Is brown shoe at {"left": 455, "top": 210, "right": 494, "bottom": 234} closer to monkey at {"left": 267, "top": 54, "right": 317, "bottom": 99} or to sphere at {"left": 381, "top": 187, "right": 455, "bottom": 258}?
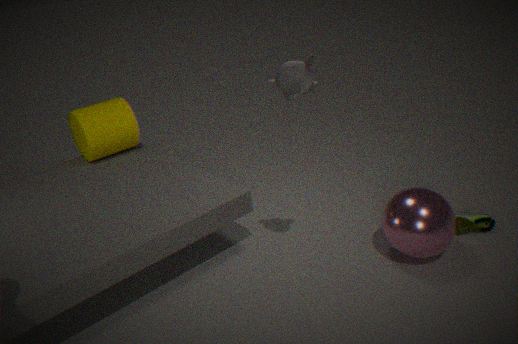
sphere at {"left": 381, "top": 187, "right": 455, "bottom": 258}
